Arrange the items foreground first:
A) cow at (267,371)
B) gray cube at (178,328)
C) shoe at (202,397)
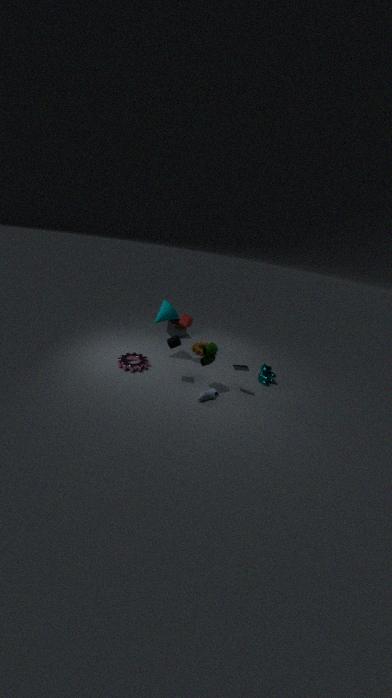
1. shoe at (202,397)
2. cow at (267,371)
3. gray cube at (178,328)
